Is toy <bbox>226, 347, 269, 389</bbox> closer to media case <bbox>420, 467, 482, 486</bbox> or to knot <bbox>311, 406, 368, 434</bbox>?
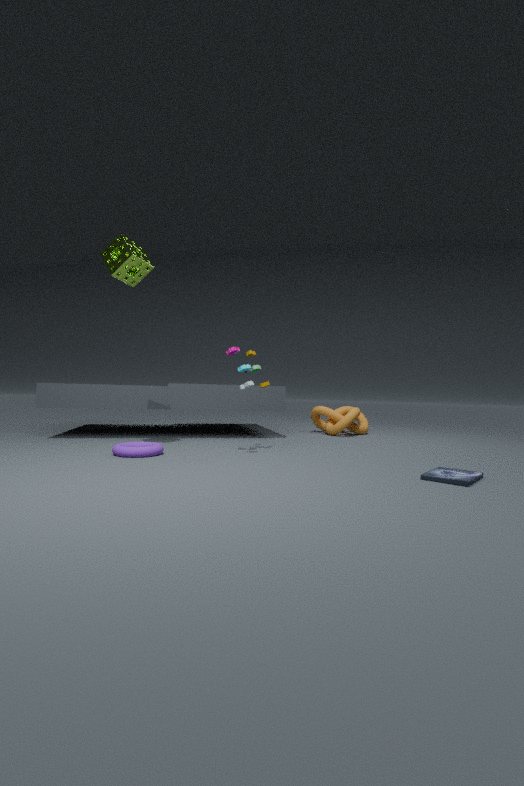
media case <bbox>420, 467, 482, 486</bbox>
